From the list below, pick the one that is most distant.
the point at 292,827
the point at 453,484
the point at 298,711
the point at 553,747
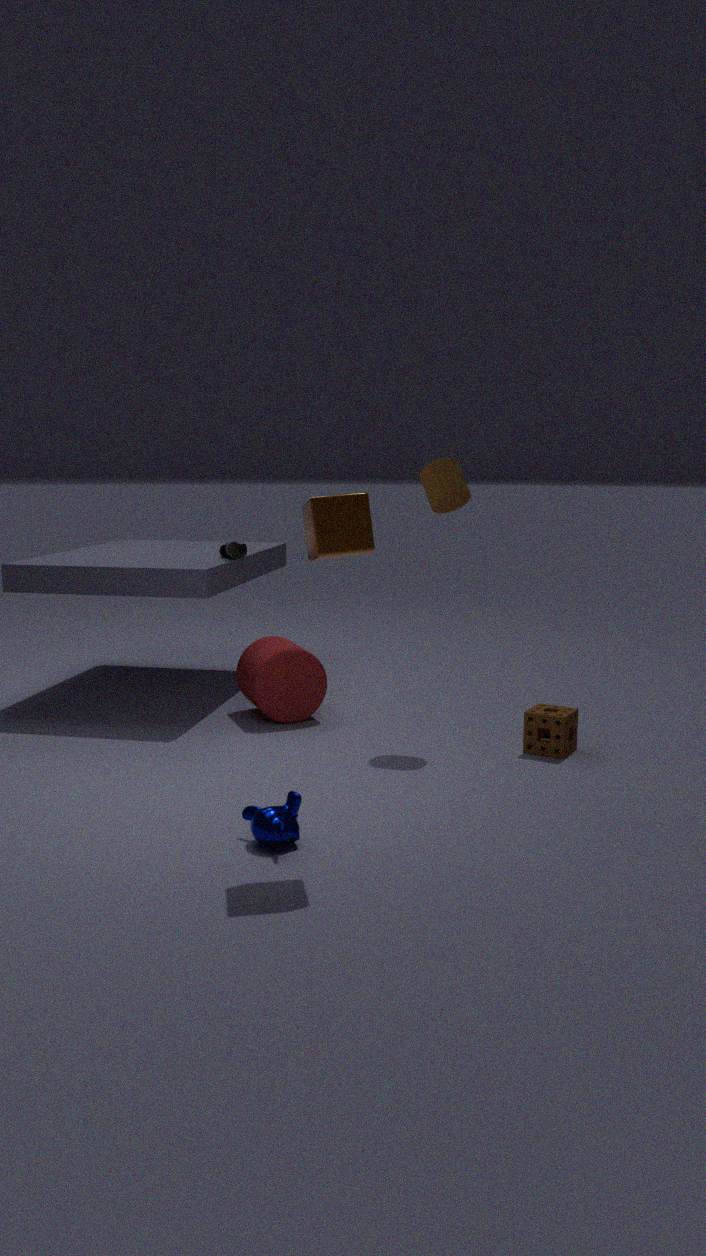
the point at 298,711
